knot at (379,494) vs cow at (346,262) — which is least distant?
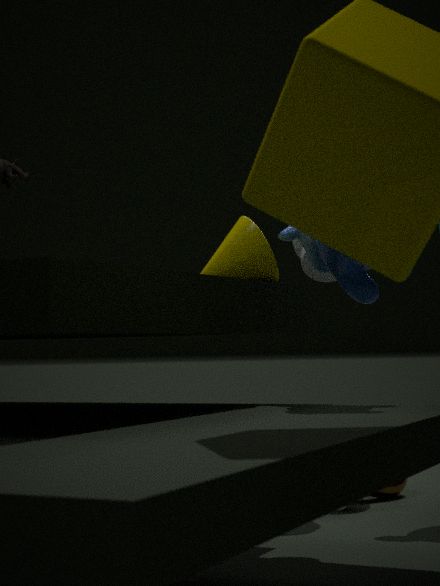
cow at (346,262)
